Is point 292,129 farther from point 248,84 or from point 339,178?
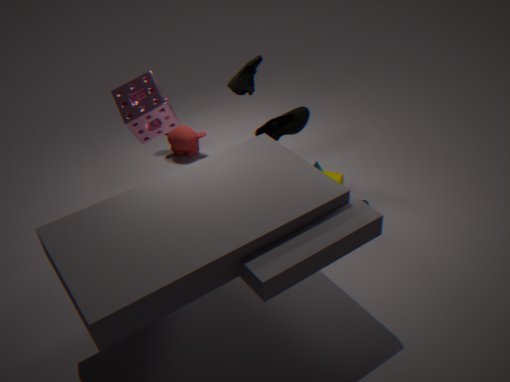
point 339,178
